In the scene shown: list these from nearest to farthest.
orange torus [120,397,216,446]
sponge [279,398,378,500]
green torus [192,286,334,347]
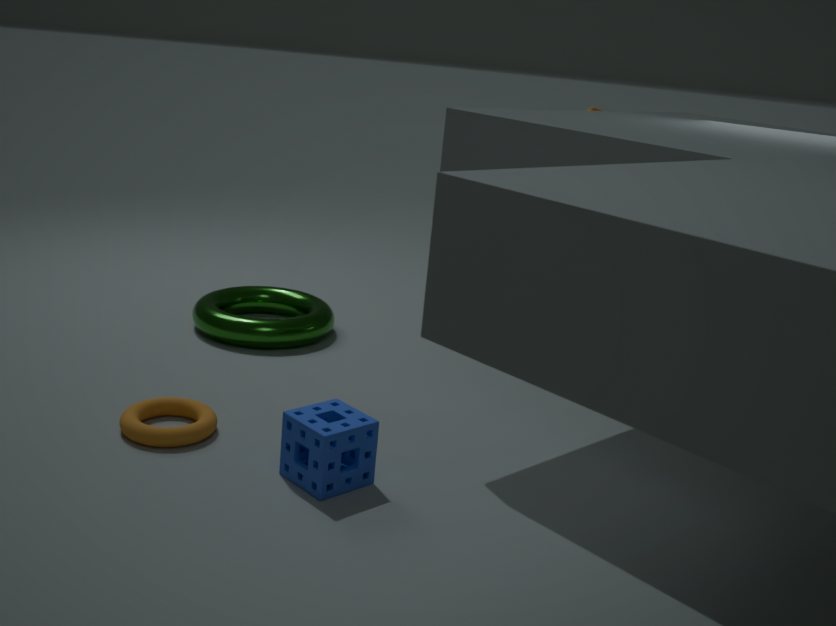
sponge [279,398,378,500] → orange torus [120,397,216,446] → green torus [192,286,334,347]
